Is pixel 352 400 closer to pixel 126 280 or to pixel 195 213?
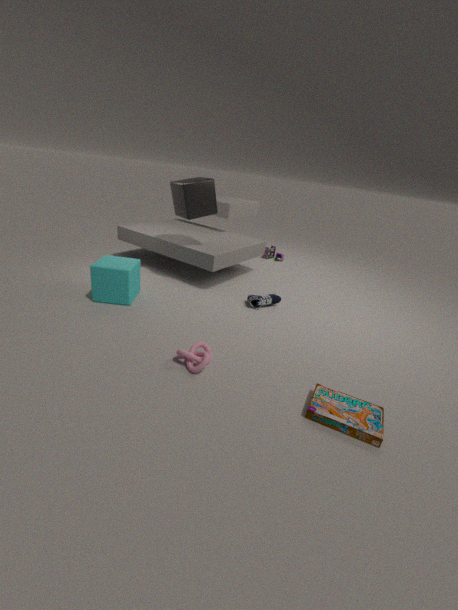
pixel 126 280
